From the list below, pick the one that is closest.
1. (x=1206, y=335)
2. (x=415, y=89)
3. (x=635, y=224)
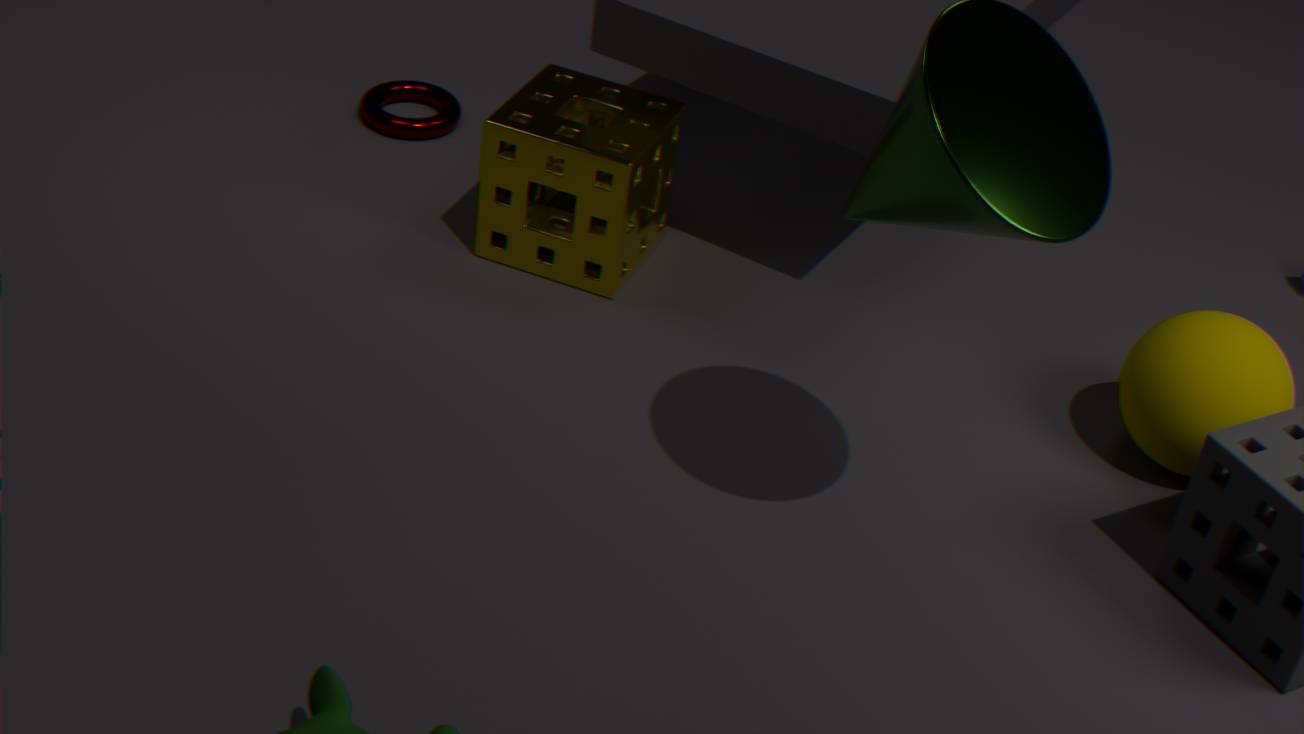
(x=1206, y=335)
